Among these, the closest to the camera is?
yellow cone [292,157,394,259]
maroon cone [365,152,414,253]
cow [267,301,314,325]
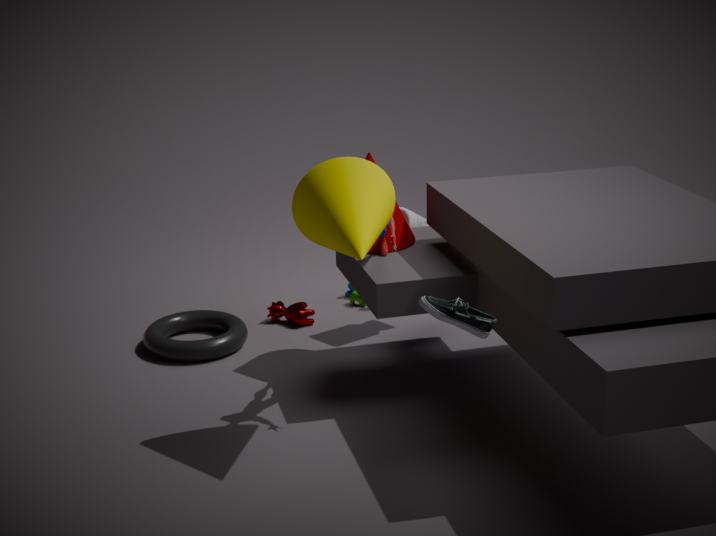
yellow cone [292,157,394,259]
